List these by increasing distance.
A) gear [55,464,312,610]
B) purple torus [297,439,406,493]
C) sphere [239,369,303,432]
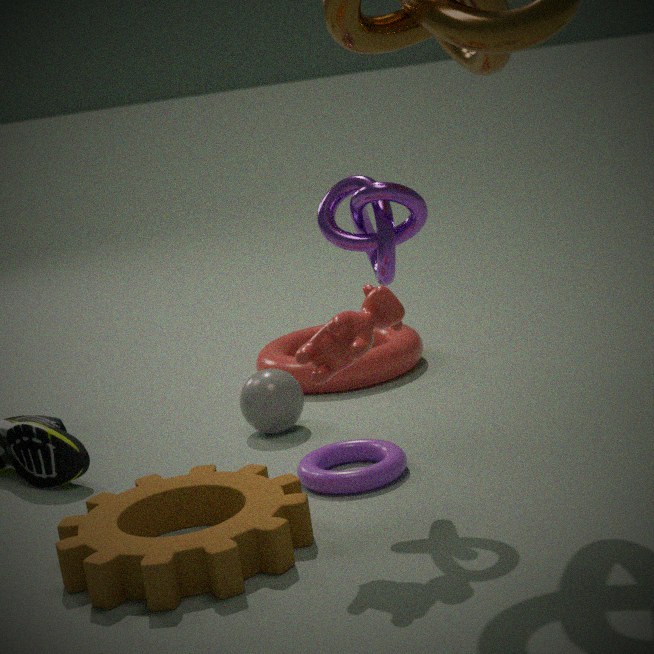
gear [55,464,312,610]
purple torus [297,439,406,493]
sphere [239,369,303,432]
